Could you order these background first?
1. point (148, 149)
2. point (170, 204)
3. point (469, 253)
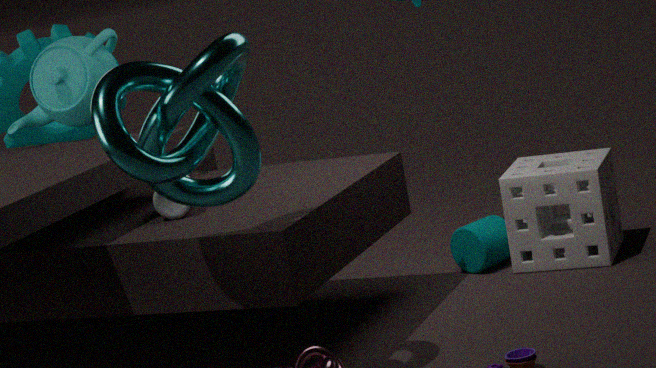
point (469, 253) → point (170, 204) → point (148, 149)
